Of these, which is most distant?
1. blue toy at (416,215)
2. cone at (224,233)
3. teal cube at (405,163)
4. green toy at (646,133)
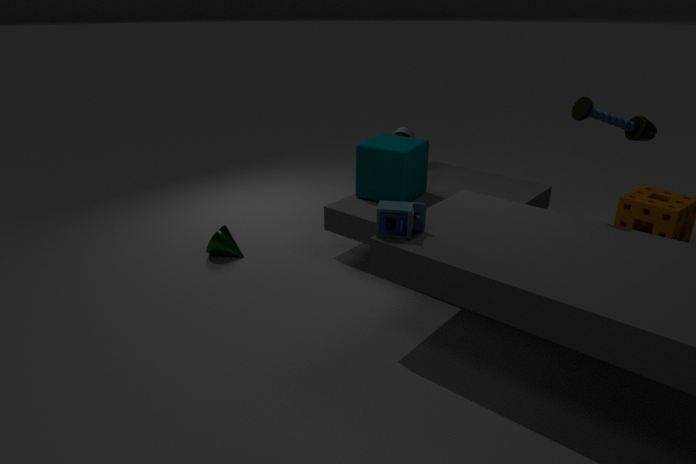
cone at (224,233)
